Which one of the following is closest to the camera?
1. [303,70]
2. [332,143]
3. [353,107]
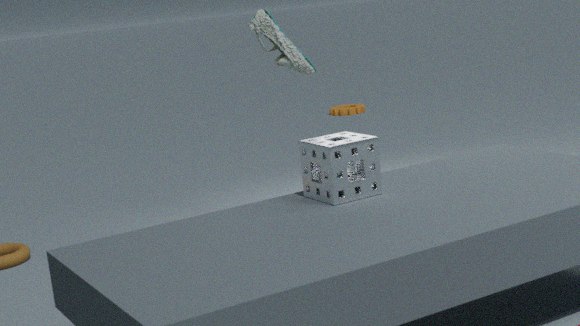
[332,143]
